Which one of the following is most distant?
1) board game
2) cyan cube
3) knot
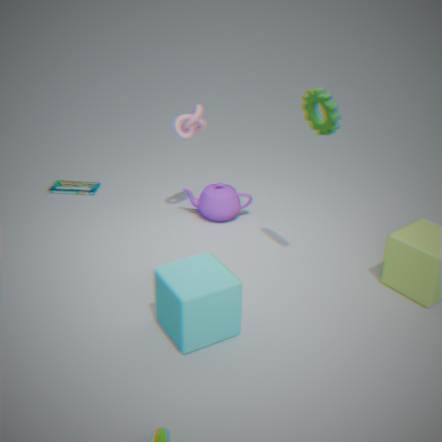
1. board game
